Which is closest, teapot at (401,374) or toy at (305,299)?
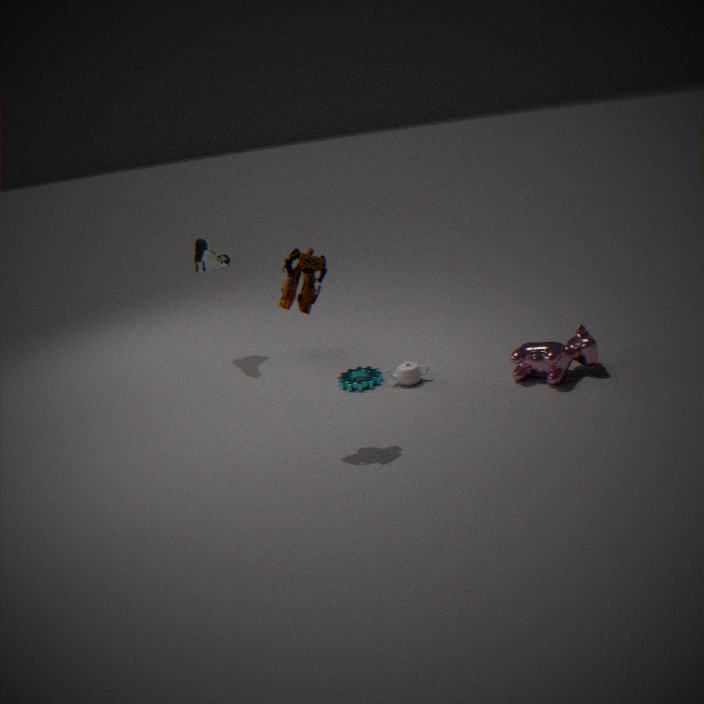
toy at (305,299)
